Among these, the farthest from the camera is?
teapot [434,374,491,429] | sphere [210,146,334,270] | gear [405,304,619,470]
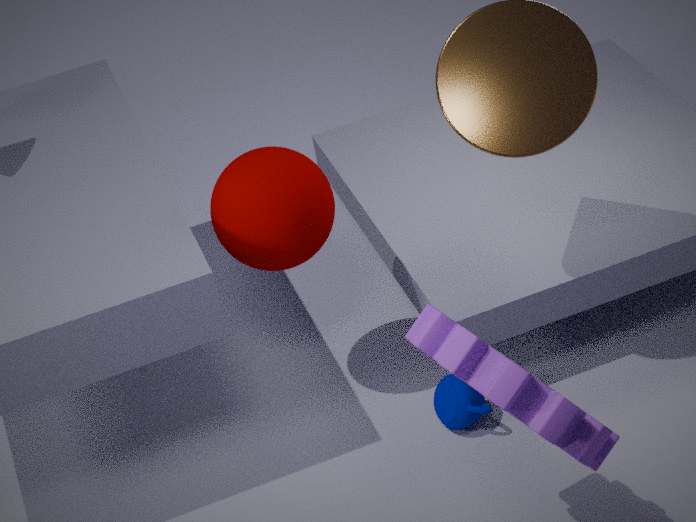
teapot [434,374,491,429]
